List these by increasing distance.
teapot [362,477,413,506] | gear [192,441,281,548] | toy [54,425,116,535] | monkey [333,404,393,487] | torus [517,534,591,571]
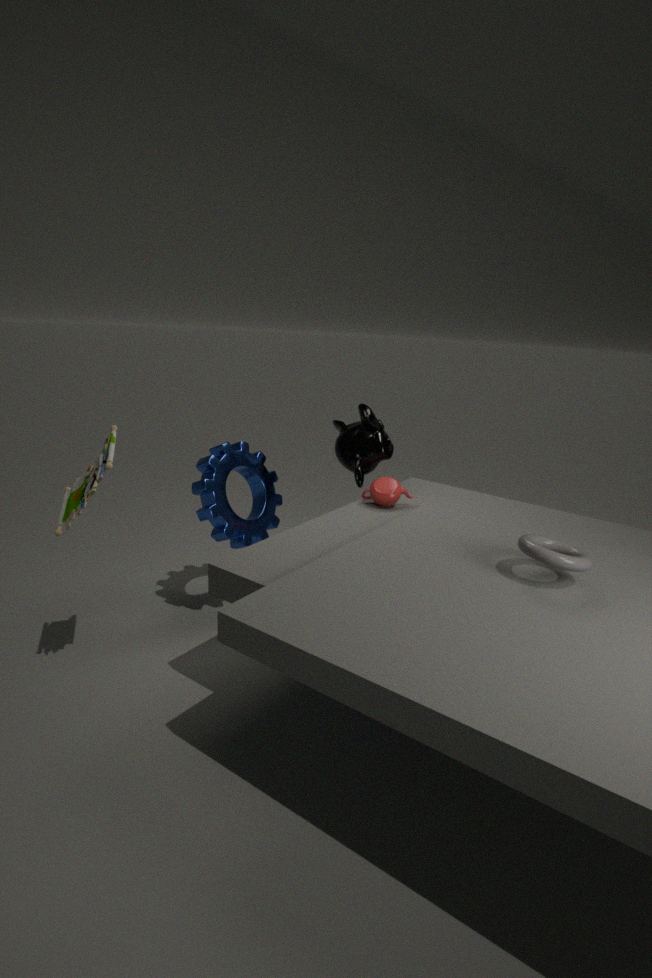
torus [517,534,591,571] → toy [54,425,116,535] → gear [192,441,281,548] → teapot [362,477,413,506] → monkey [333,404,393,487]
